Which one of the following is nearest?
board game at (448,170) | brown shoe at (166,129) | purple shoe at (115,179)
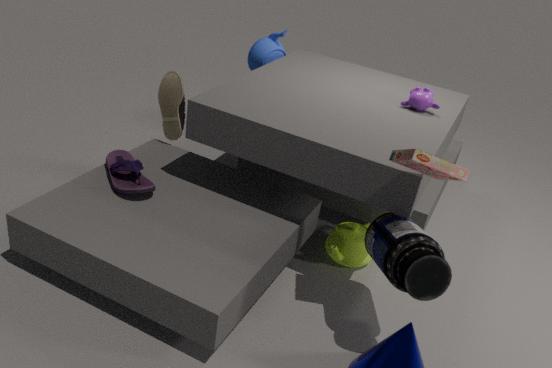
board game at (448,170)
